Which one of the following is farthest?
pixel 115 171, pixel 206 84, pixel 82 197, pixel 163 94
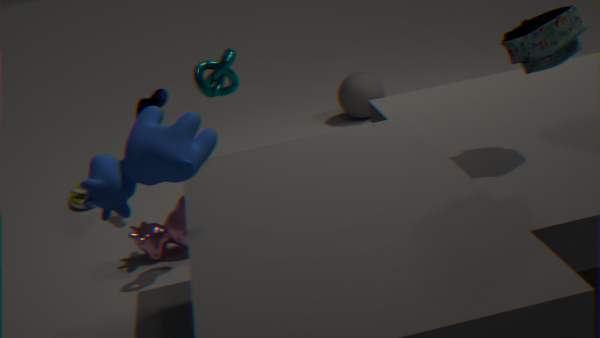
pixel 82 197
